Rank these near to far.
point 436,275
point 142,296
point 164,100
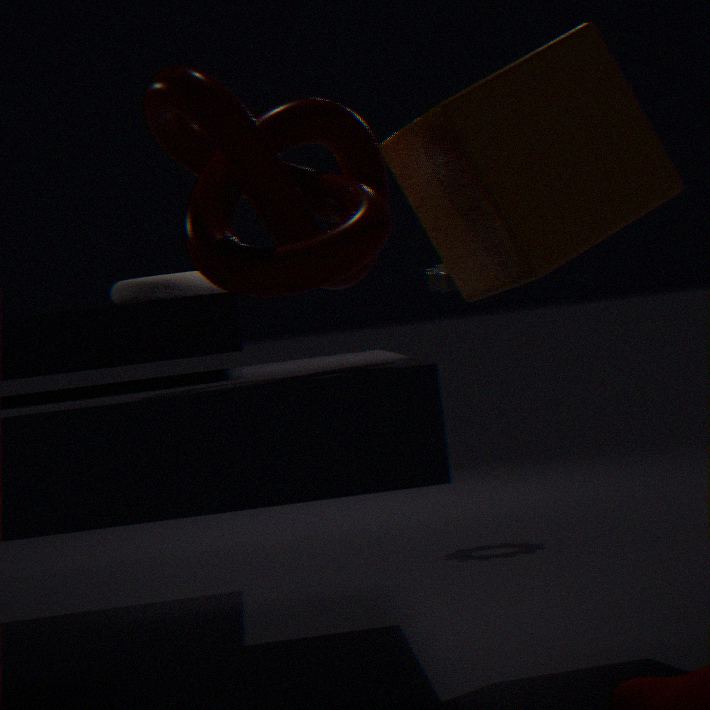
point 164,100
point 142,296
point 436,275
